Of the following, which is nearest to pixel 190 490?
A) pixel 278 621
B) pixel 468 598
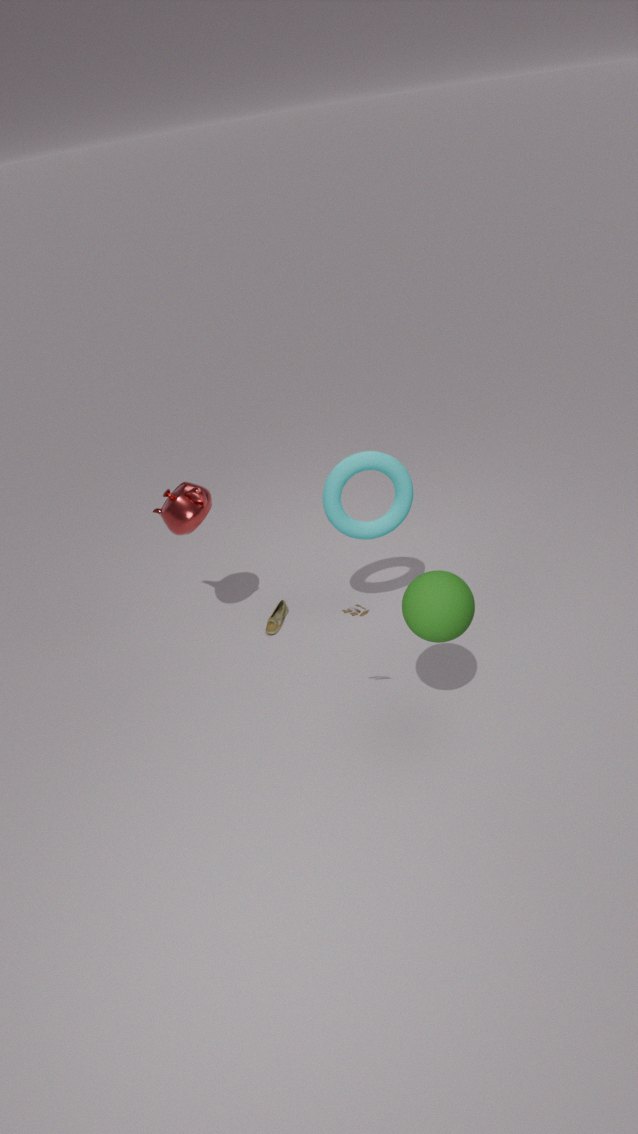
pixel 278 621
